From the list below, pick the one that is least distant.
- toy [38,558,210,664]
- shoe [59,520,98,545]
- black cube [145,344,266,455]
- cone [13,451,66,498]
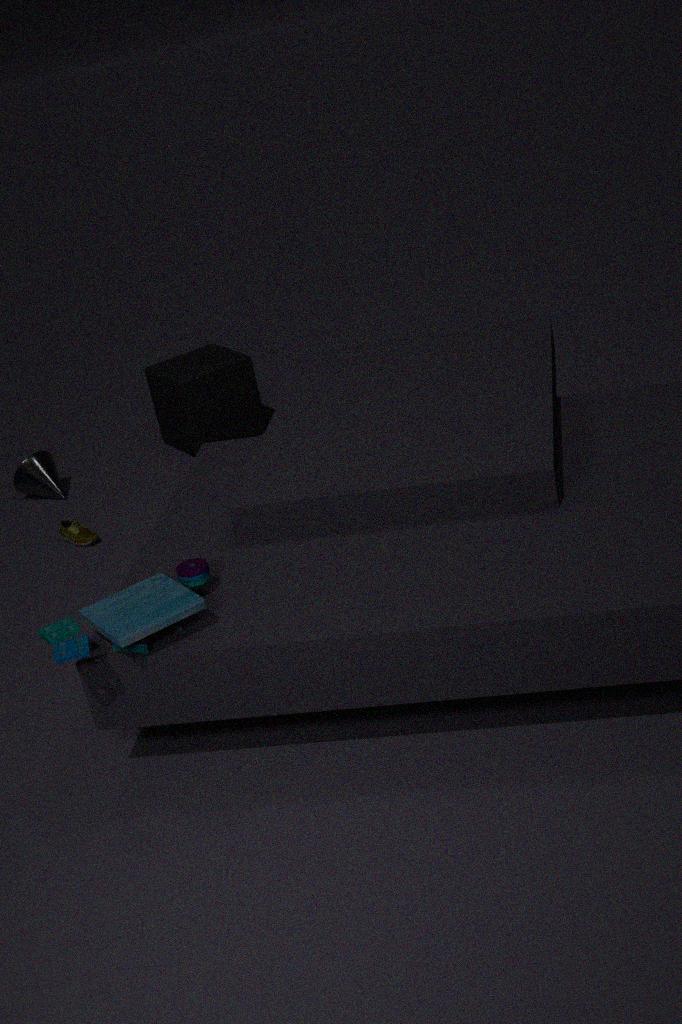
toy [38,558,210,664]
